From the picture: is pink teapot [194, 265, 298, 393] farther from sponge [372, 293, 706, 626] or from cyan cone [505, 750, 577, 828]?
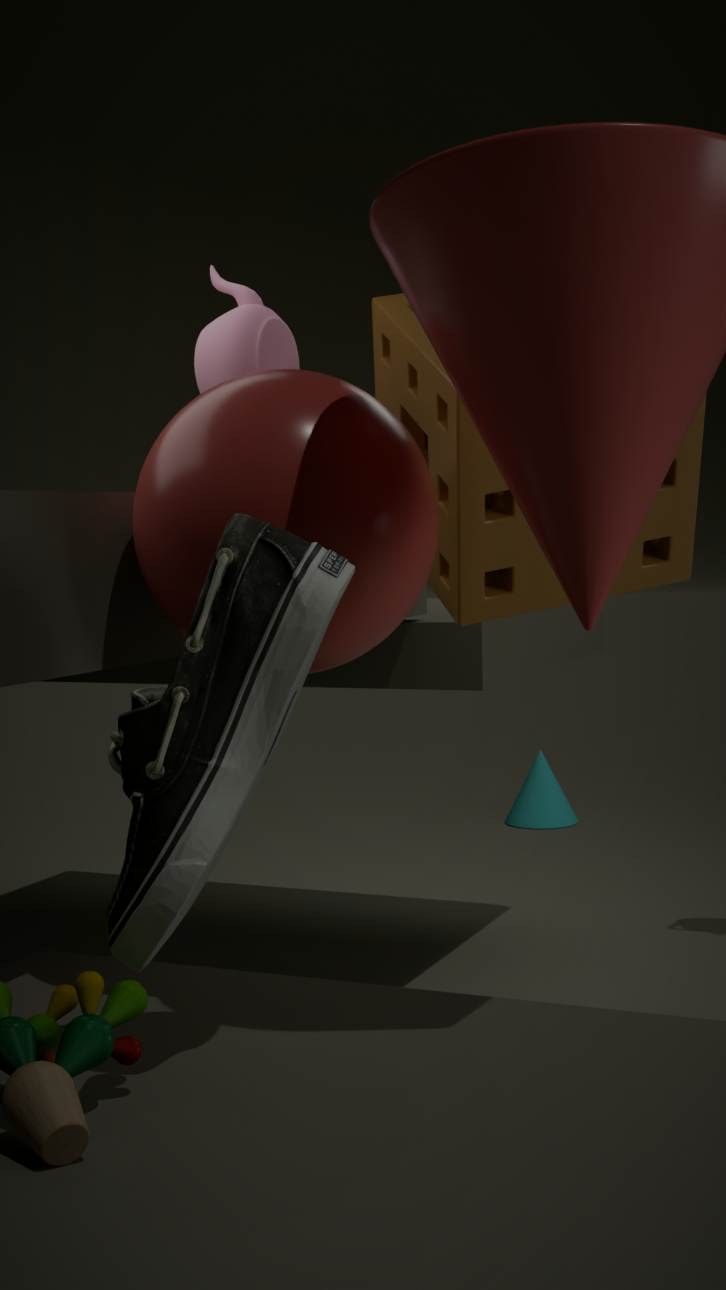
cyan cone [505, 750, 577, 828]
